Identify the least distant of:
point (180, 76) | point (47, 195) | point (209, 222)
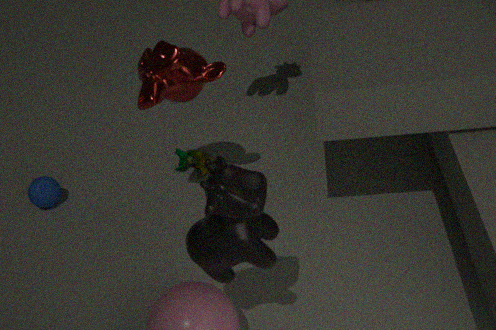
point (209, 222)
